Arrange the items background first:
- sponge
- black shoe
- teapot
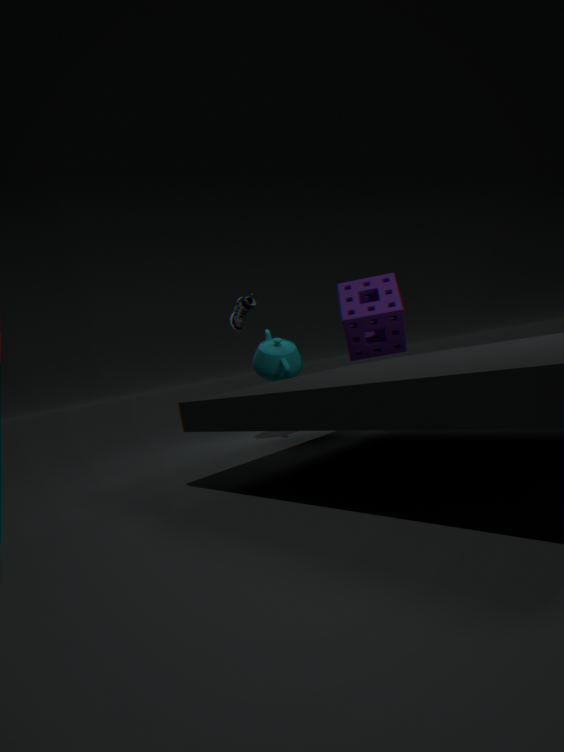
black shoe < teapot < sponge
